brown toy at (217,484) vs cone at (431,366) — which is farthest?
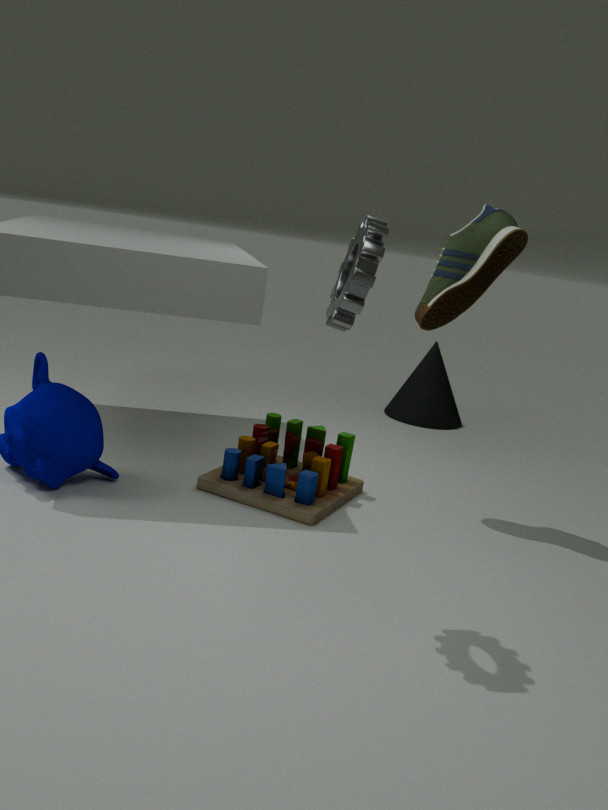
cone at (431,366)
